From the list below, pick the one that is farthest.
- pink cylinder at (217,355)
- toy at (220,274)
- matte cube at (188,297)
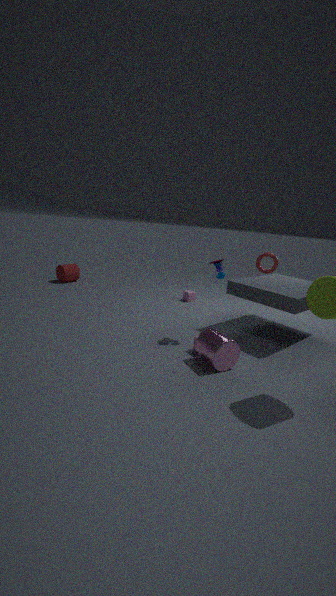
matte cube at (188,297)
